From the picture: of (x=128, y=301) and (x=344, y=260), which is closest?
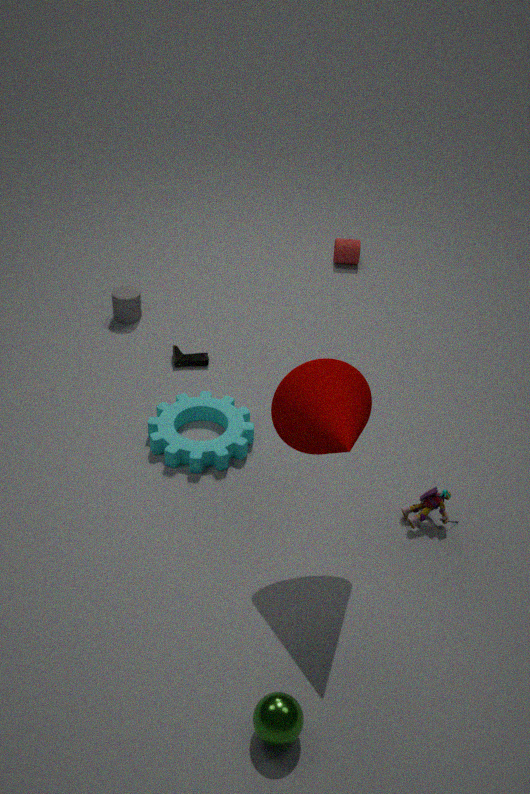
(x=128, y=301)
